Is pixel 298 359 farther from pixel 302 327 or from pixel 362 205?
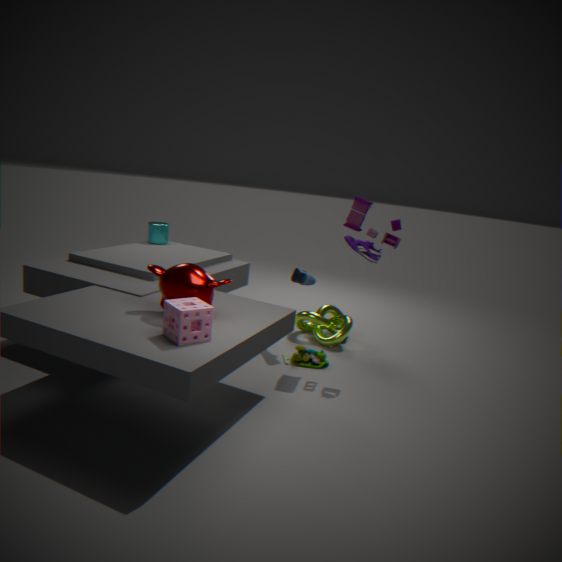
pixel 362 205
